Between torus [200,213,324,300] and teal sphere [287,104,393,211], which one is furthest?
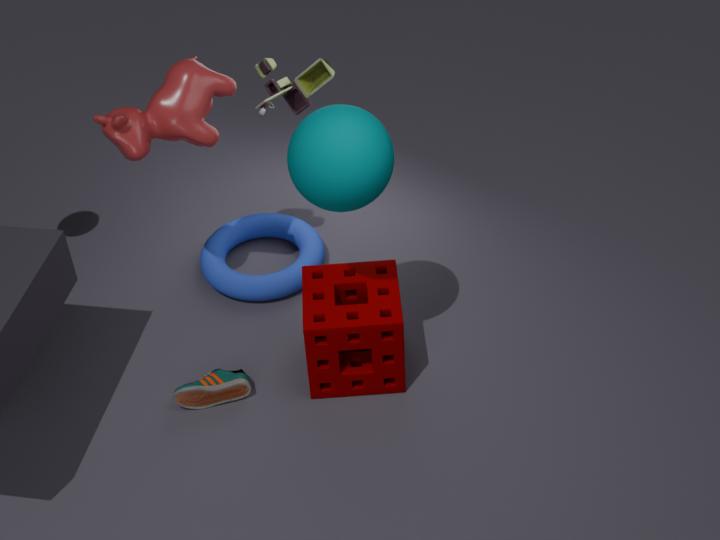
torus [200,213,324,300]
